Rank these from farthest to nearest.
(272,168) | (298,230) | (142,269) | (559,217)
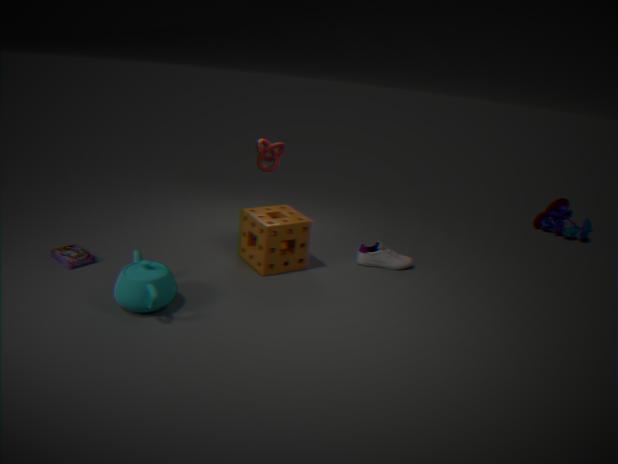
(559,217), (272,168), (298,230), (142,269)
